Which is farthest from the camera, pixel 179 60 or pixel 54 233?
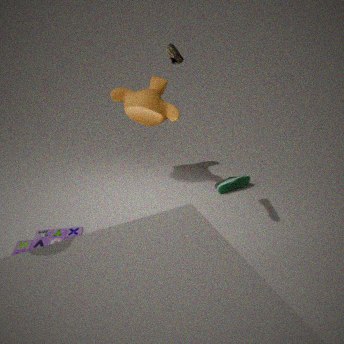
pixel 54 233
